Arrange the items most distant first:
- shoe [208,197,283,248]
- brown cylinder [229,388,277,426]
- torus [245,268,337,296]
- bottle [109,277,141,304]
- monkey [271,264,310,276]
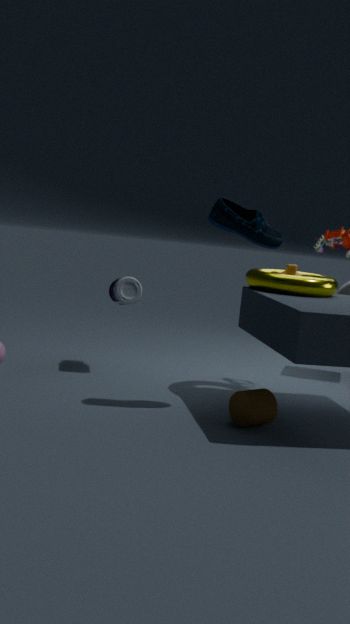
1. bottle [109,277,141,304]
2. monkey [271,264,310,276]
3. torus [245,268,337,296]
4. shoe [208,197,283,248]
5. brown cylinder [229,388,277,426]
